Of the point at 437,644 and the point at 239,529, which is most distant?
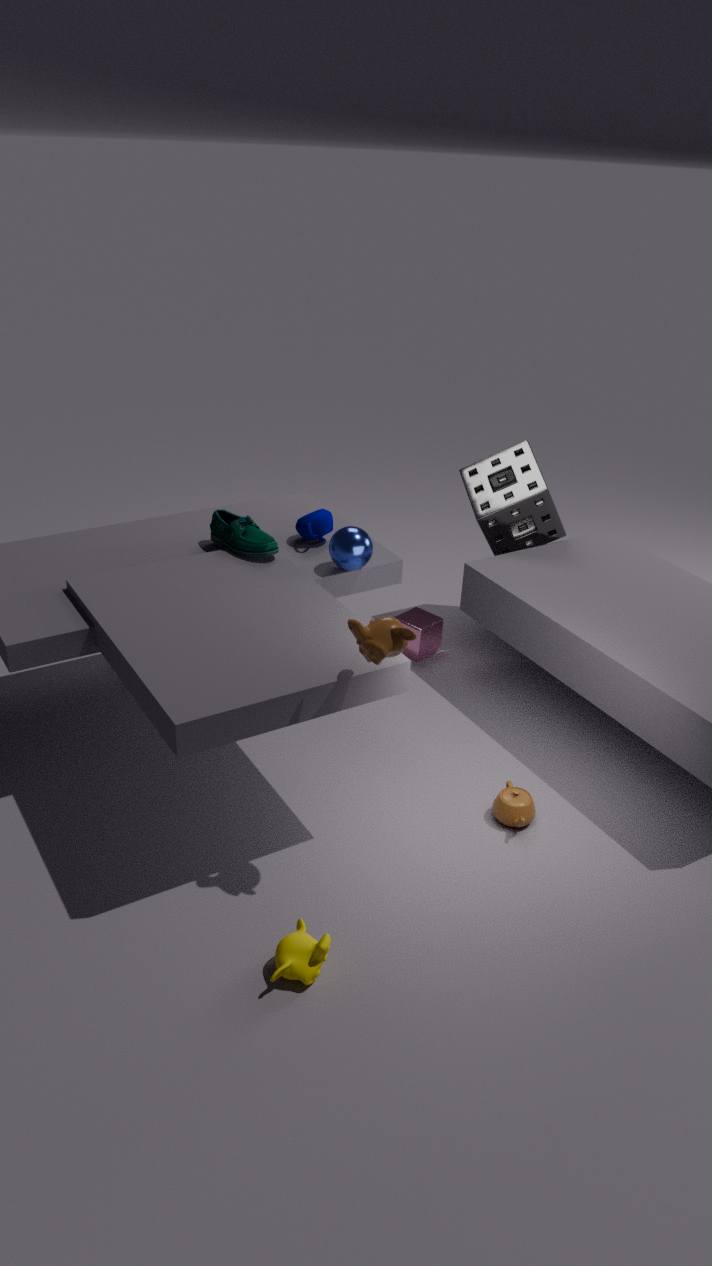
the point at 437,644
